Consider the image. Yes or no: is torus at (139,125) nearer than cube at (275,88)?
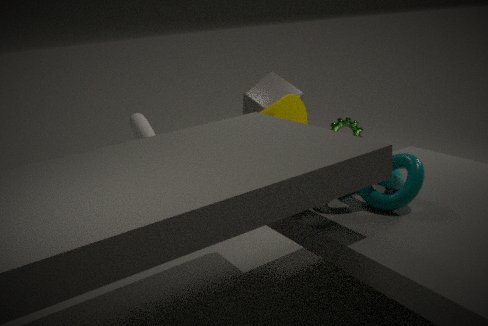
Yes
